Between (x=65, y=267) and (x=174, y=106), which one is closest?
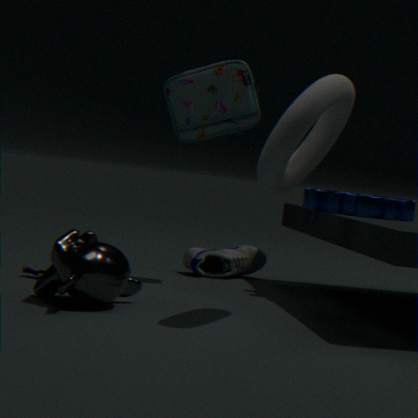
(x=65, y=267)
